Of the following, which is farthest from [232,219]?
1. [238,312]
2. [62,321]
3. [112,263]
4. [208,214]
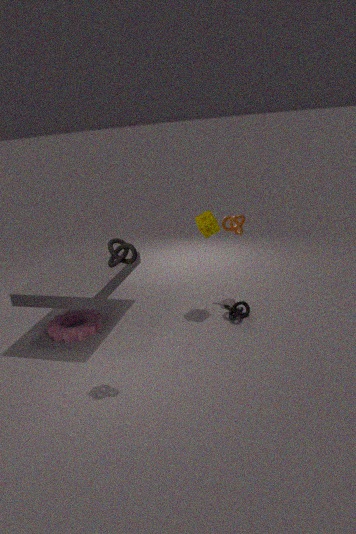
[62,321]
